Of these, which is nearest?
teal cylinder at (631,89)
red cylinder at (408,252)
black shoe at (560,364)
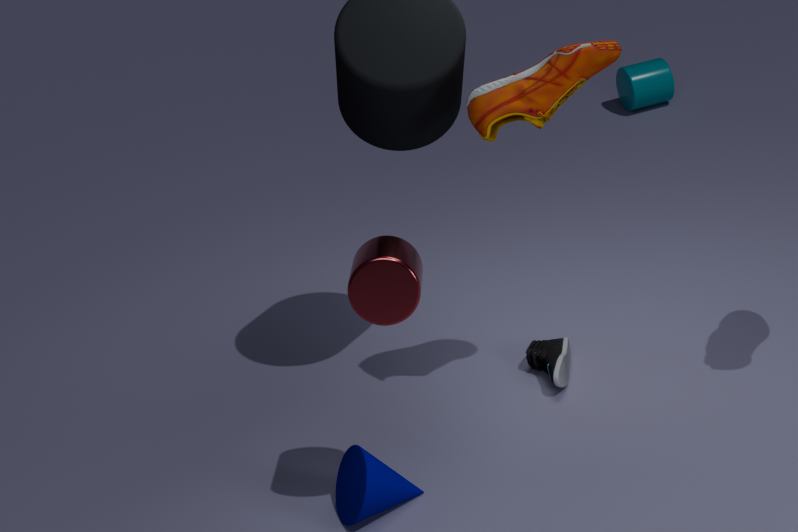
red cylinder at (408,252)
